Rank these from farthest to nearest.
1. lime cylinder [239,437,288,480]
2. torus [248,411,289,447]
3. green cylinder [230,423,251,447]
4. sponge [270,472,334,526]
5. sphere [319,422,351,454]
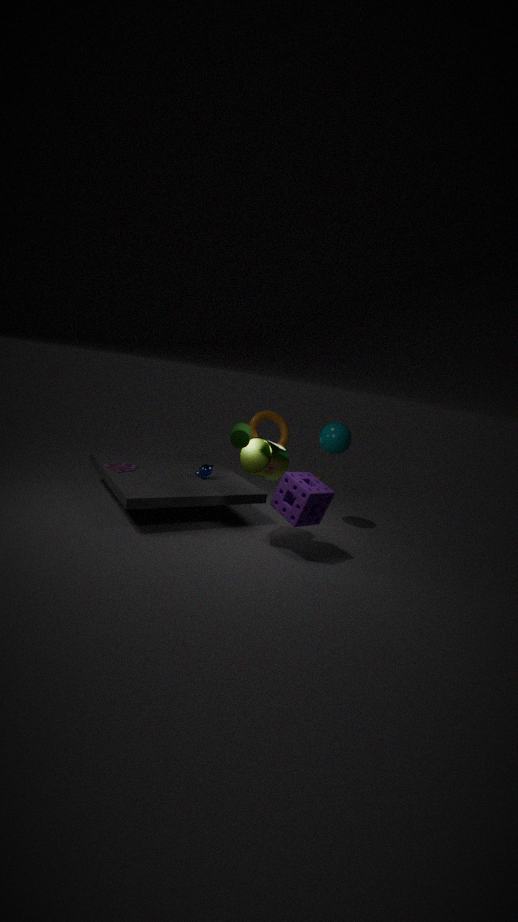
torus [248,411,289,447] → sphere [319,422,351,454] → lime cylinder [239,437,288,480] → sponge [270,472,334,526] → green cylinder [230,423,251,447]
